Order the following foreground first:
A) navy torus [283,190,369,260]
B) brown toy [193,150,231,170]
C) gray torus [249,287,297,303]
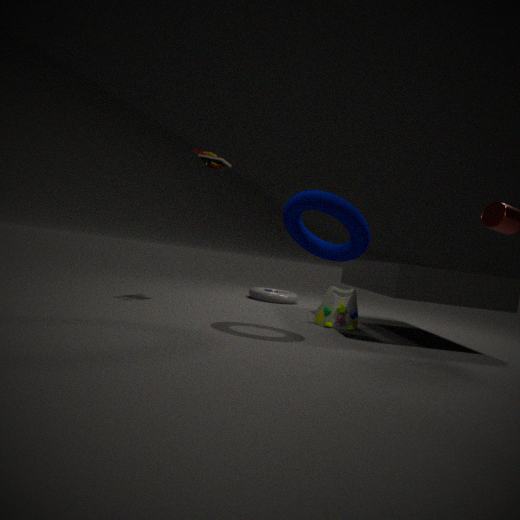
navy torus [283,190,369,260], brown toy [193,150,231,170], gray torus [249,287,297,303]
